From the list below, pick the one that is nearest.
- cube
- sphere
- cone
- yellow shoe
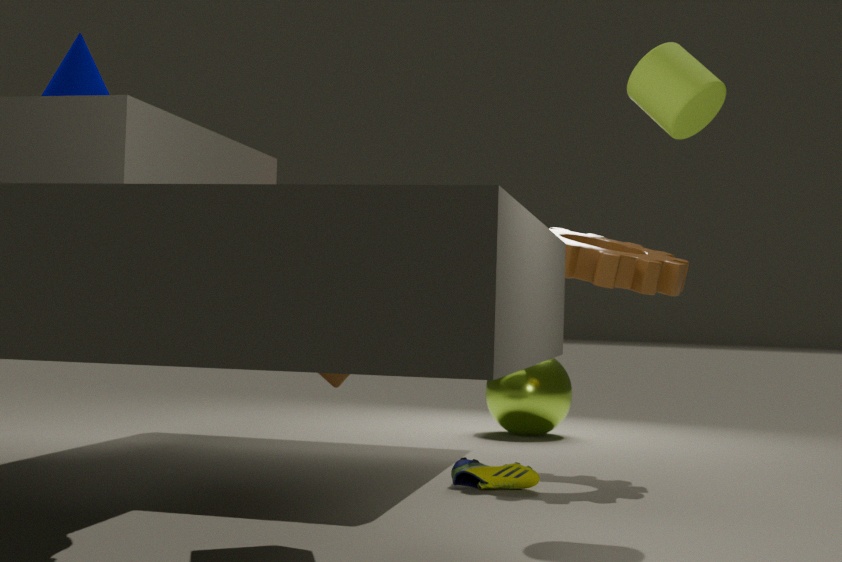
cube
